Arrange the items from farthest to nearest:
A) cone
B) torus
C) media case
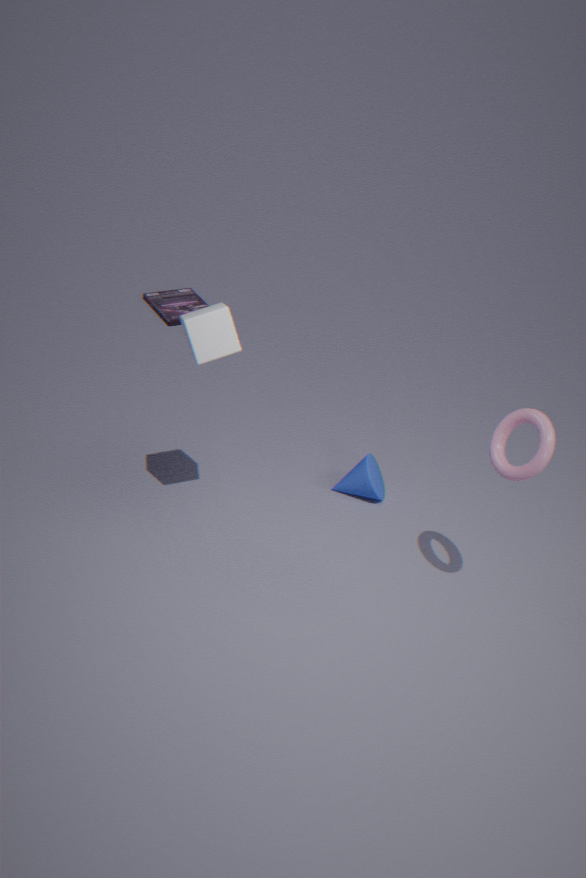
media case, cone, torus
